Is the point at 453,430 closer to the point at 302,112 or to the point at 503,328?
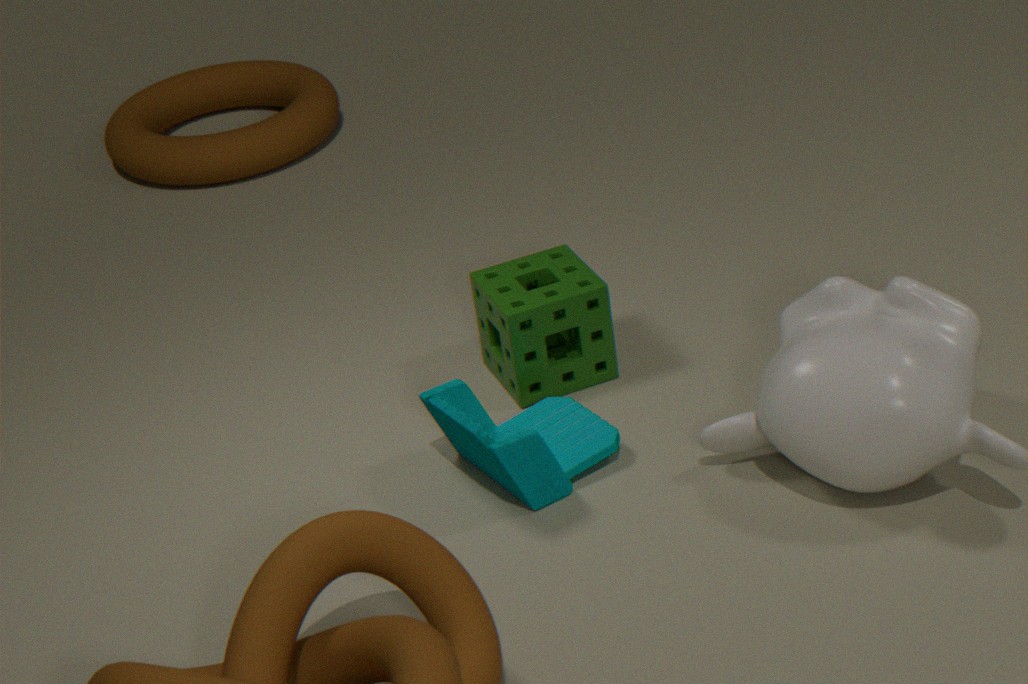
the point at 503,328
